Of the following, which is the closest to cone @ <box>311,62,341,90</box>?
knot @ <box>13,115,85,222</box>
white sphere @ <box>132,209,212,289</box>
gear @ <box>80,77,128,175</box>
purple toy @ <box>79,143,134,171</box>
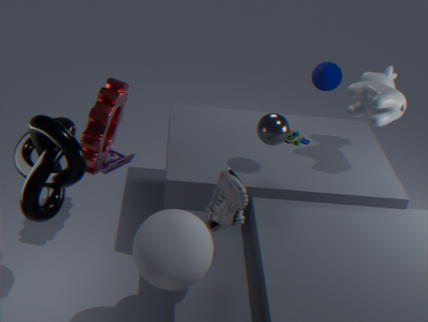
purple toy @ <box>79,143,134,171</box>
